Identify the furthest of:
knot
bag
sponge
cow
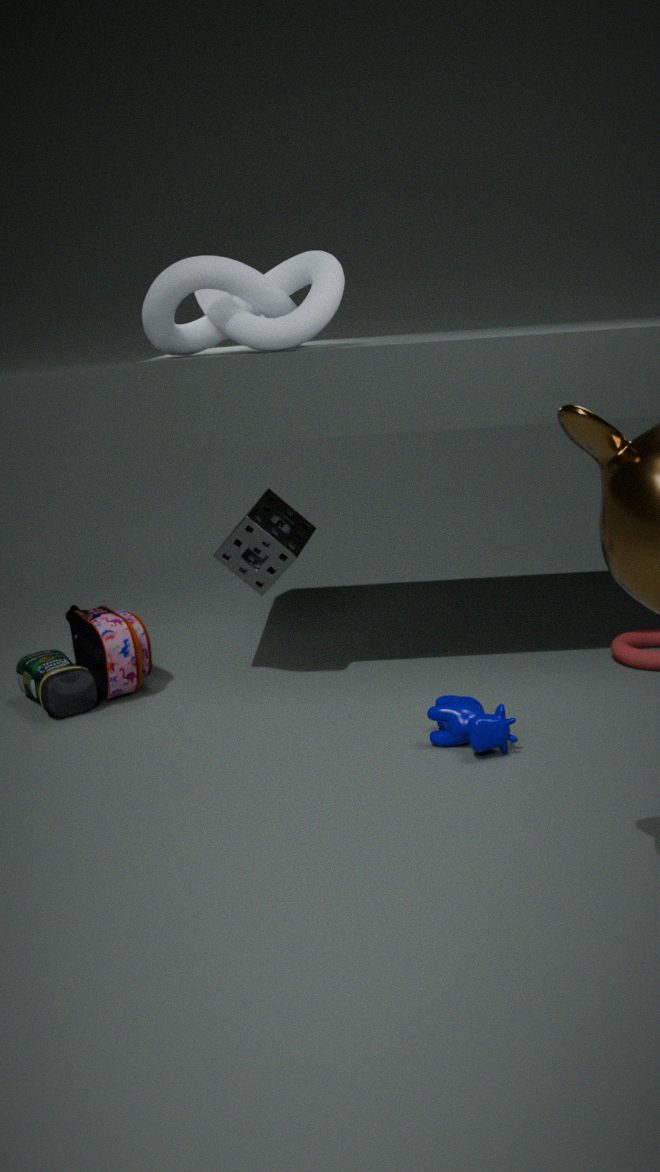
bag
